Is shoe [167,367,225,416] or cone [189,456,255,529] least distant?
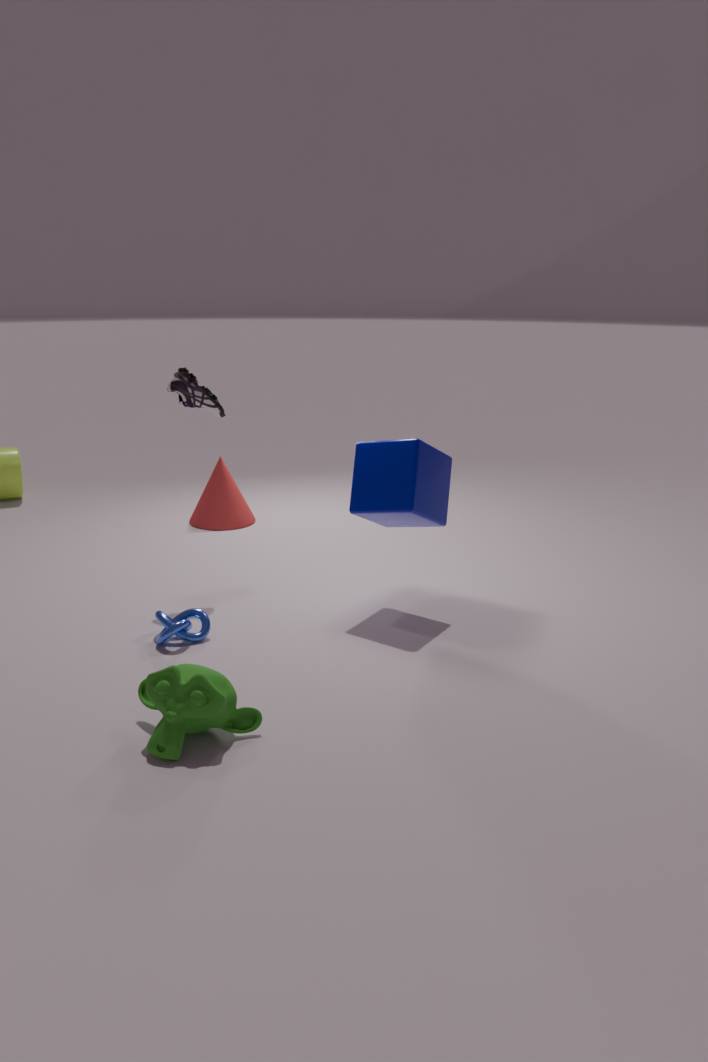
shoe [167,367,225,416]
